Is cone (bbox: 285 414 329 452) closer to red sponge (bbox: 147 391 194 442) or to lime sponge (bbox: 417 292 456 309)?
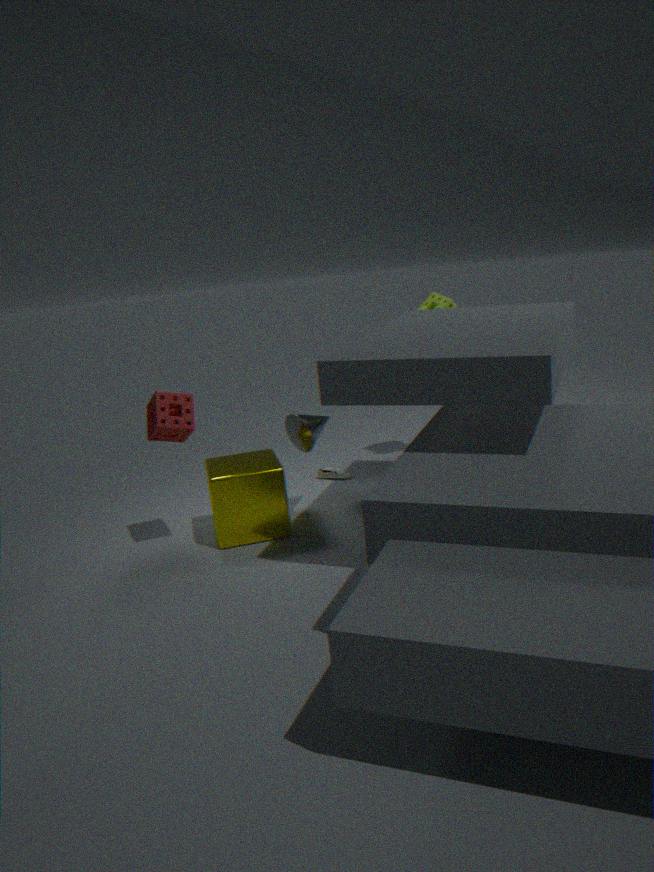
red sponge (bbox: 147 391 194 442)
